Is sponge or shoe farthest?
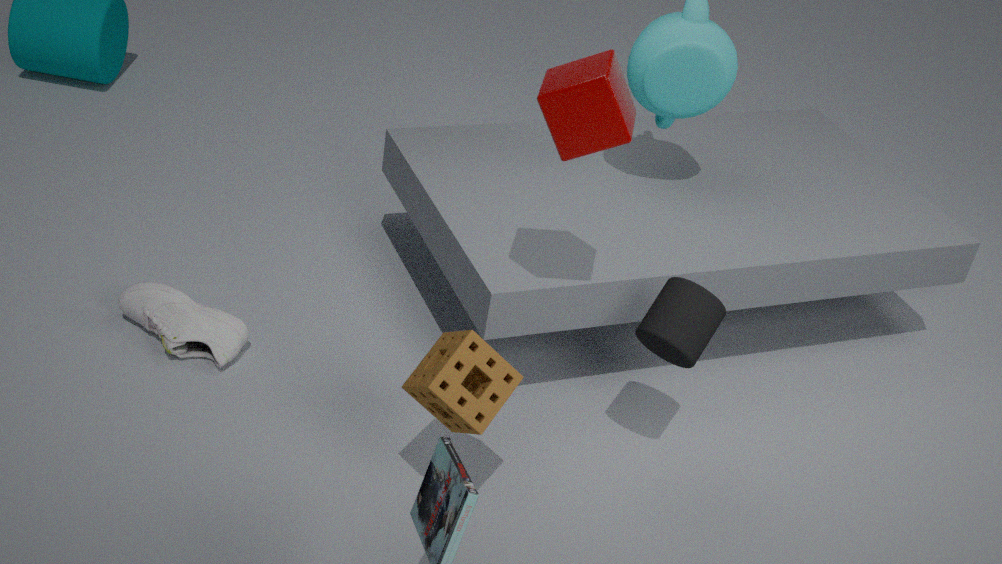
shoe
